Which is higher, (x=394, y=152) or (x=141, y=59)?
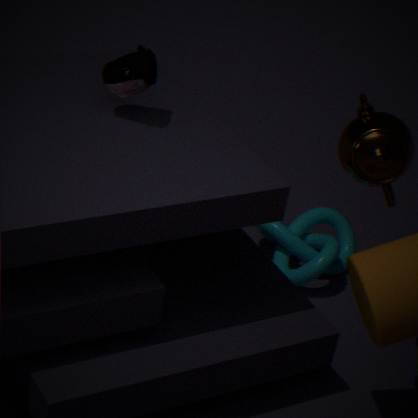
(x=141, y=59)
